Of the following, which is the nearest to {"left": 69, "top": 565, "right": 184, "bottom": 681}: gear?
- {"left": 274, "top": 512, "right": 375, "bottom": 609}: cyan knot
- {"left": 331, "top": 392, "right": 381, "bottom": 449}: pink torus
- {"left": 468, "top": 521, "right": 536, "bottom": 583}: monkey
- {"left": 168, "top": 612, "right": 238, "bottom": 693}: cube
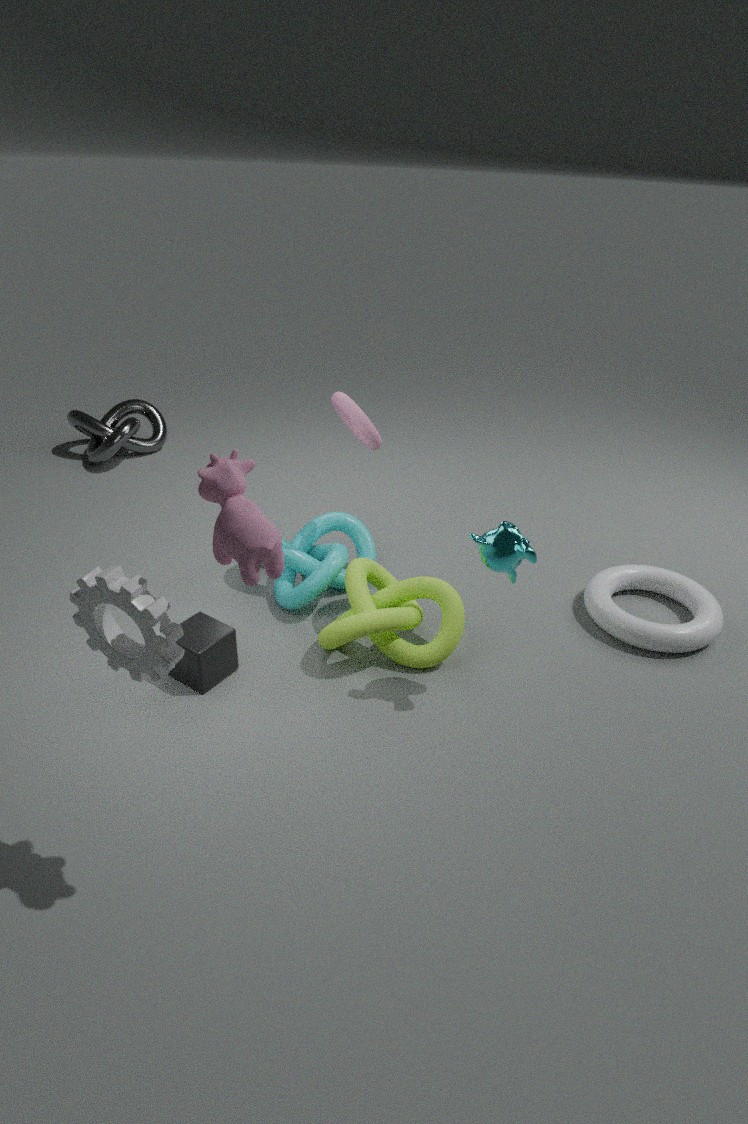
{"left": 168, "top": 612, "right": 238, "bottom": 693}: cube
